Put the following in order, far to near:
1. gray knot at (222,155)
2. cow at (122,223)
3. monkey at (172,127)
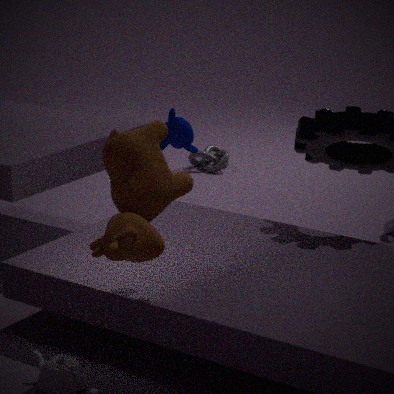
gray knot at (222,155) → monkey at (172,127) → cow at (122,223)
